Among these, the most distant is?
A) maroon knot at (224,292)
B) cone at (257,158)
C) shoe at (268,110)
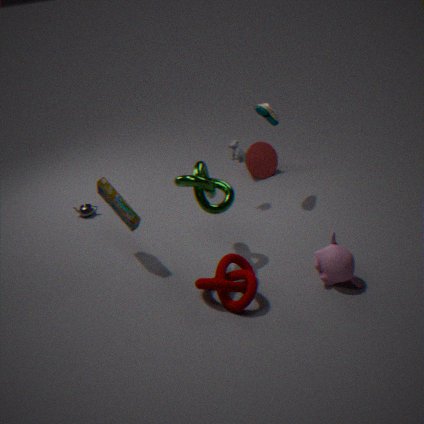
cone at (257,158)
